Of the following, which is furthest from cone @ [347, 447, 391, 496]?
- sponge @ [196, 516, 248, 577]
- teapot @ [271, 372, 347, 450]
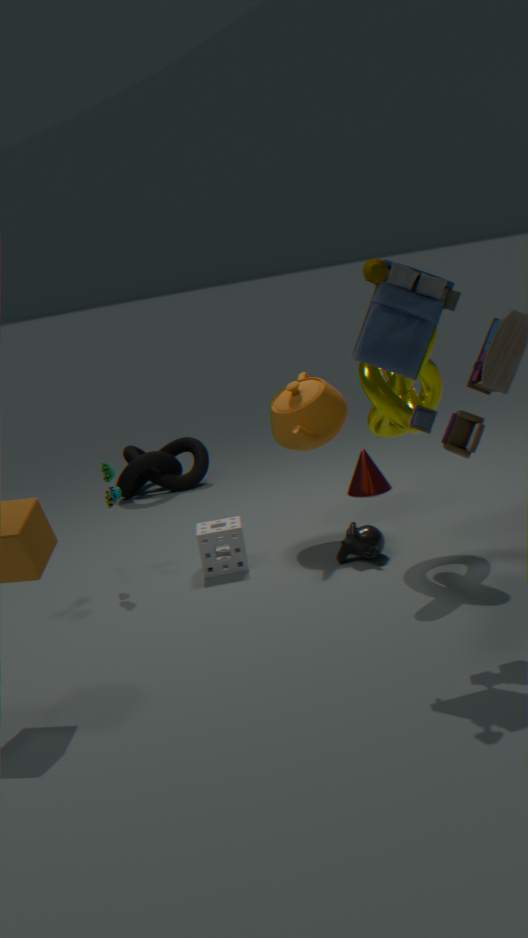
sponge @ [196, 516, 248, 577]
